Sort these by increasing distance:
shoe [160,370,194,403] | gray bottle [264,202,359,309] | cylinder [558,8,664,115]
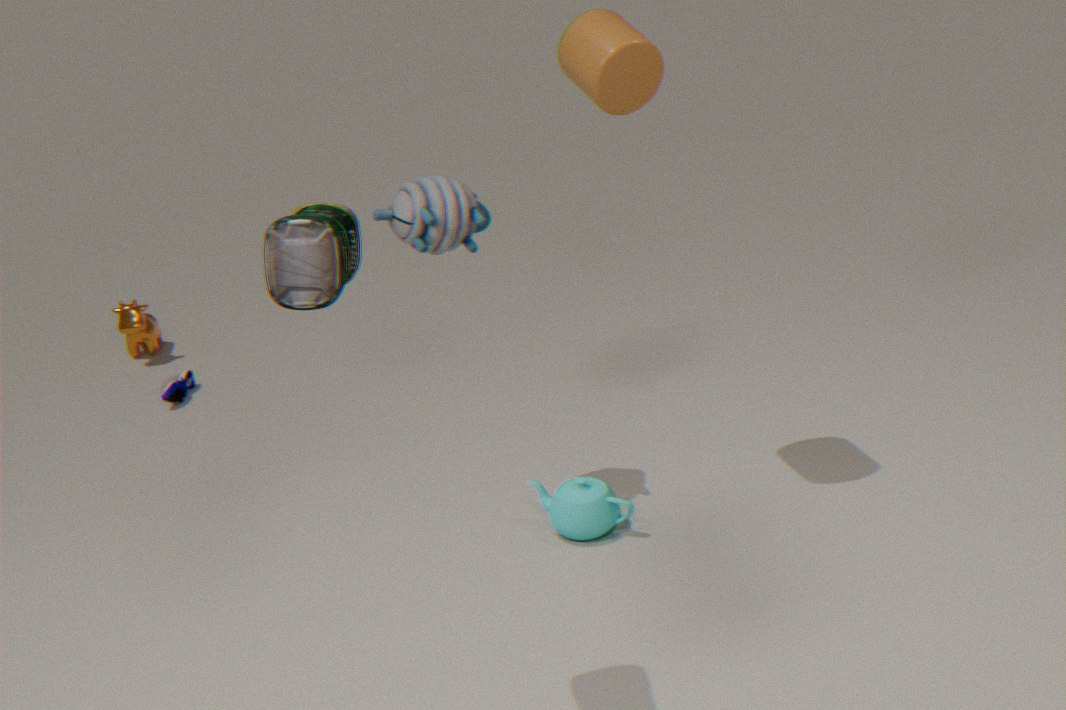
1. gray bottle [264,202,359,309]
2. cylinder [558,8,664,115]
3. shoe [160,370,194,403]
